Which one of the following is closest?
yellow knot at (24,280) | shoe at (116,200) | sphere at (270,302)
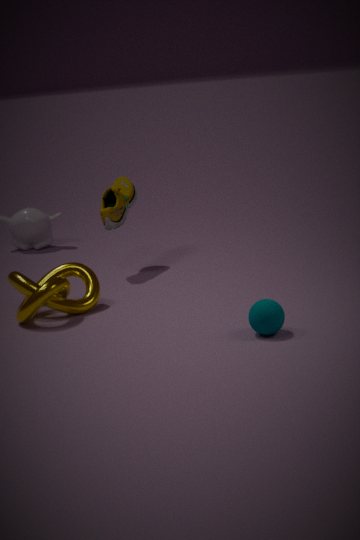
sphere at (270,302)
